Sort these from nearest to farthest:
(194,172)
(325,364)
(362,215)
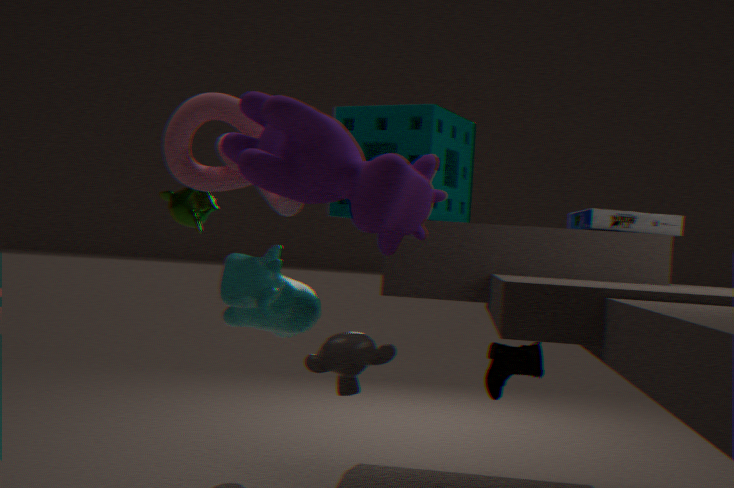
(362,215) → (325,364) → (194,172)
